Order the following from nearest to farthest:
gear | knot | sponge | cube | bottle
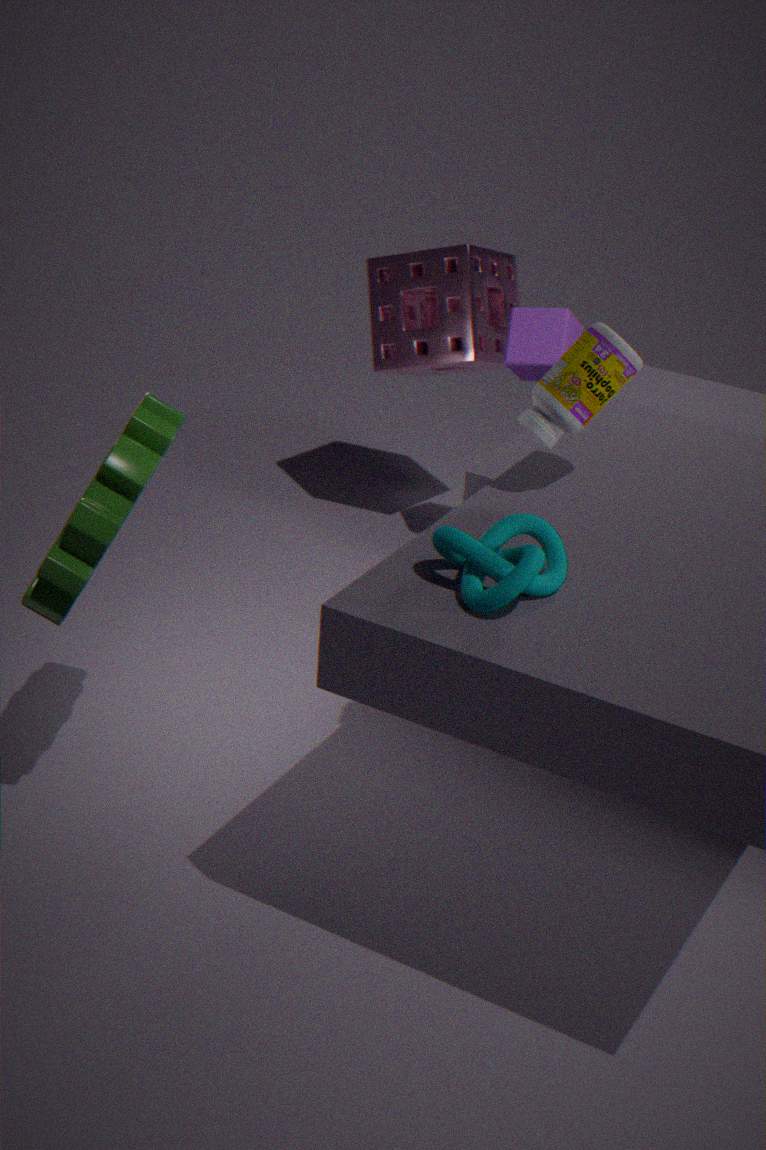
knot, gear, bottle, cube, sponge
